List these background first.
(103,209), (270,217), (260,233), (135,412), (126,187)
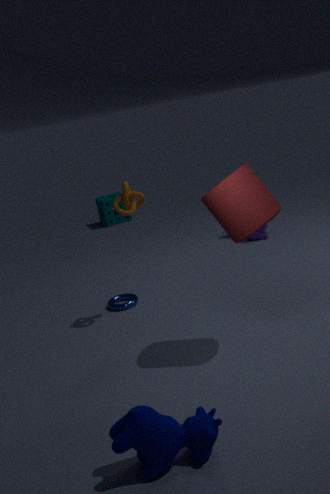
1. (103,209)
2. (260,233)
3. (126,187)
4. (270,217)
5. (135,412)
